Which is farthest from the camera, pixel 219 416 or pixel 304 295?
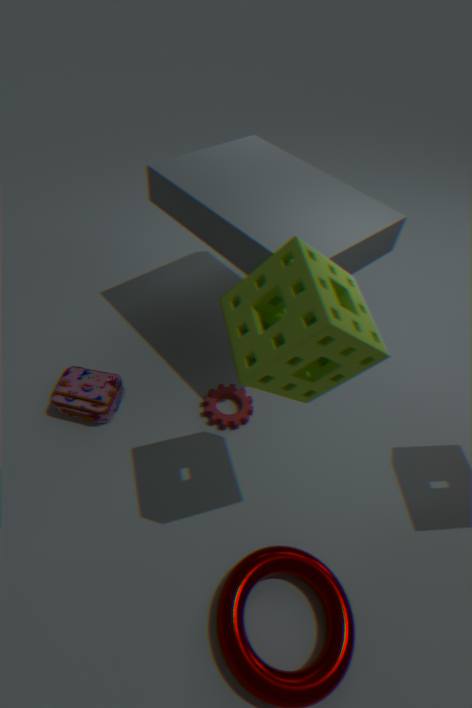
pixel 219 416
